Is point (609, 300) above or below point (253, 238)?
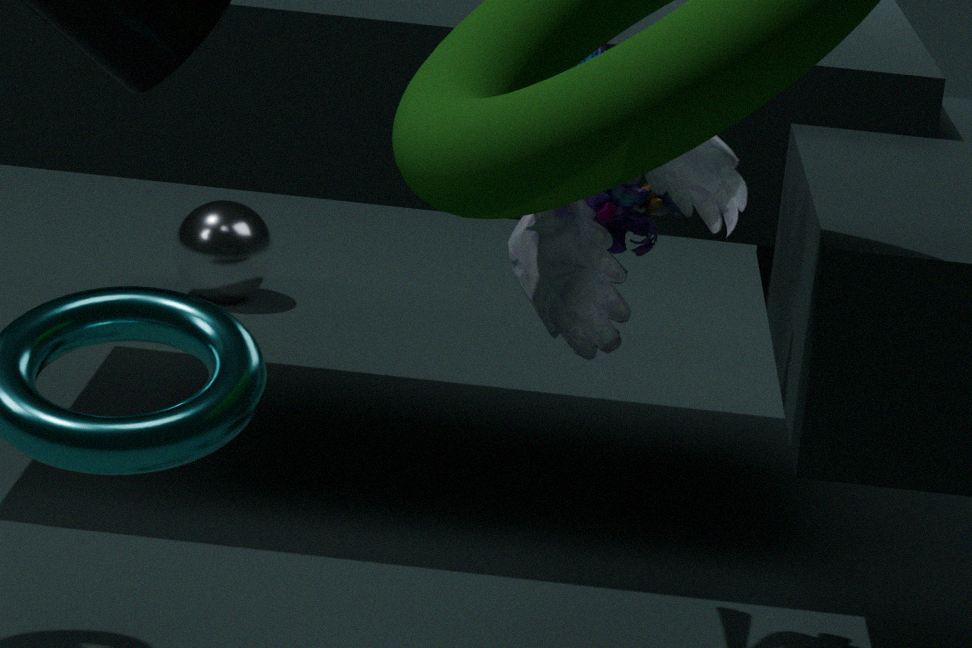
above
